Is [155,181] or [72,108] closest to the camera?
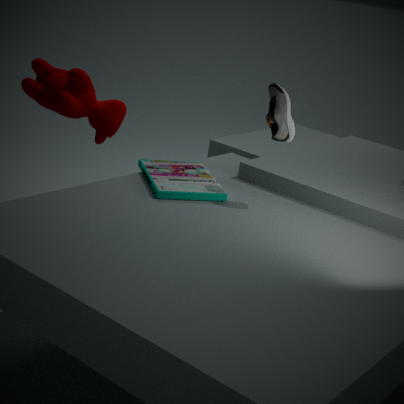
[155,181]
